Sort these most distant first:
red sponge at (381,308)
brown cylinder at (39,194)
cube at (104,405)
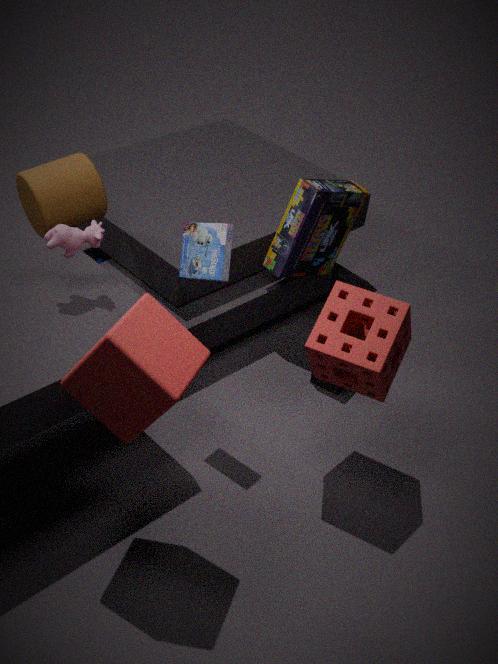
1. brown cylinder at (39,194)
2. red sponge at (381,308)
3. cube at (104,405)
